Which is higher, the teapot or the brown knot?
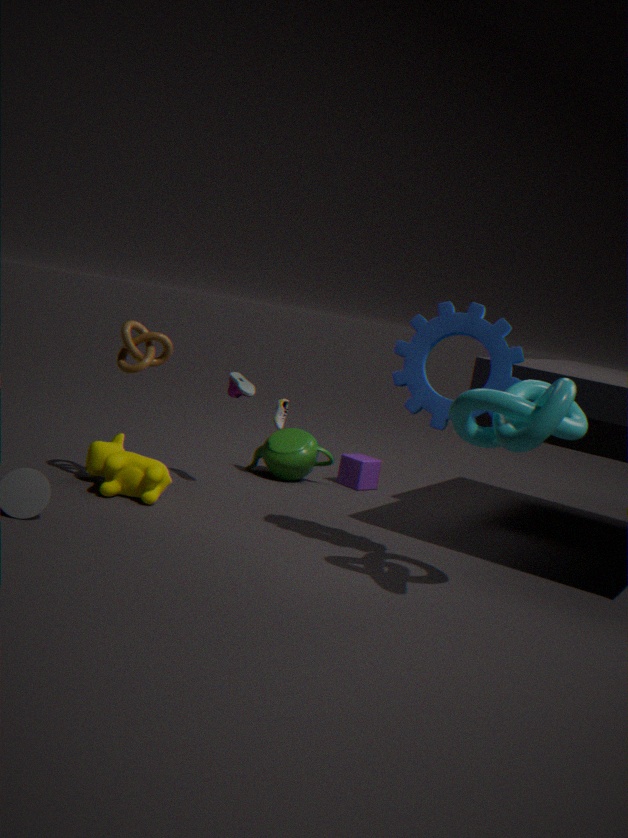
the brown knot
